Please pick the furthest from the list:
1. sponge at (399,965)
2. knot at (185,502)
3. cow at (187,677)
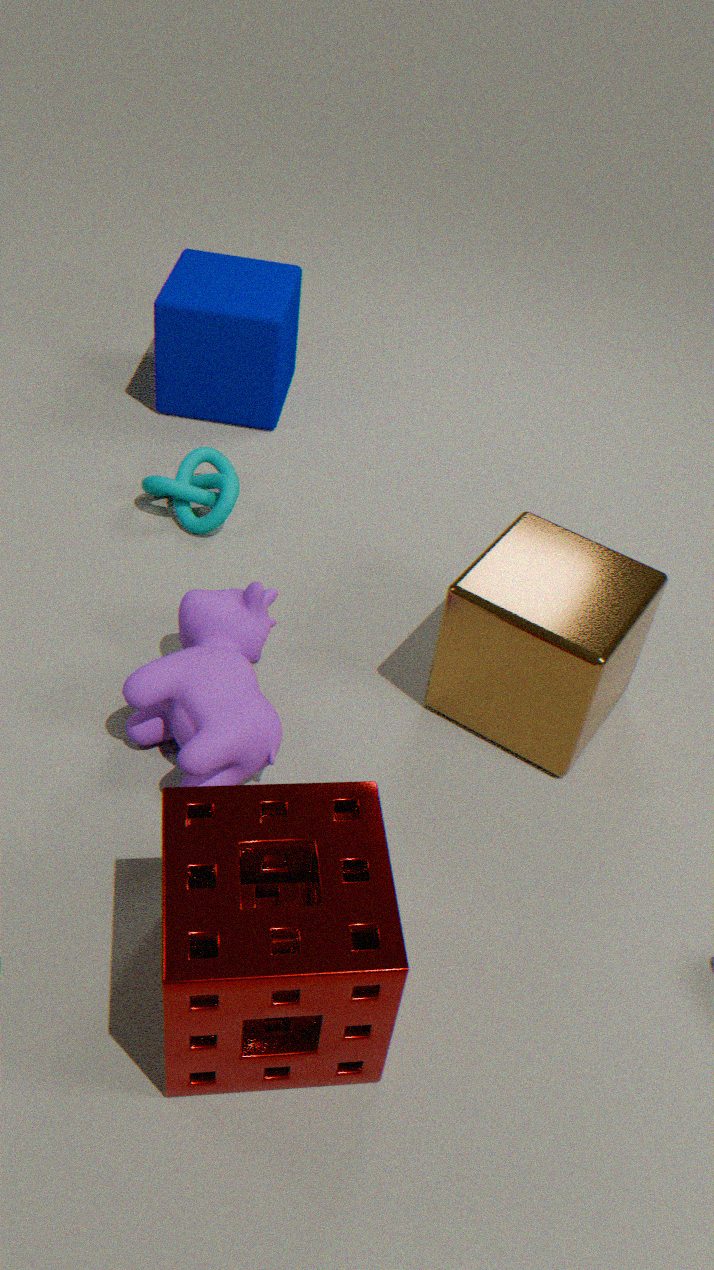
knot at (185,502)
